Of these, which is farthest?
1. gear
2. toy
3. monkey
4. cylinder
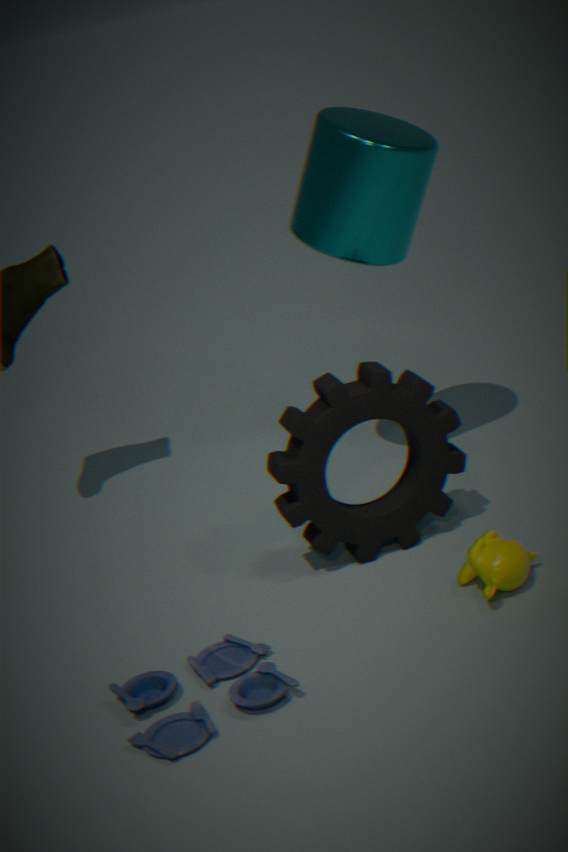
cylinder
